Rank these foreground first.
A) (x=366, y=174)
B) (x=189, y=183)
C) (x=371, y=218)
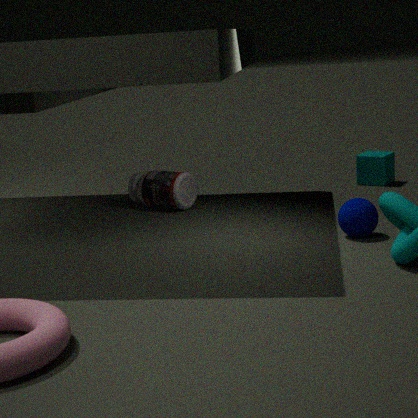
(x=371, y=218), (x=189, y=183), (x=366, y=174)
